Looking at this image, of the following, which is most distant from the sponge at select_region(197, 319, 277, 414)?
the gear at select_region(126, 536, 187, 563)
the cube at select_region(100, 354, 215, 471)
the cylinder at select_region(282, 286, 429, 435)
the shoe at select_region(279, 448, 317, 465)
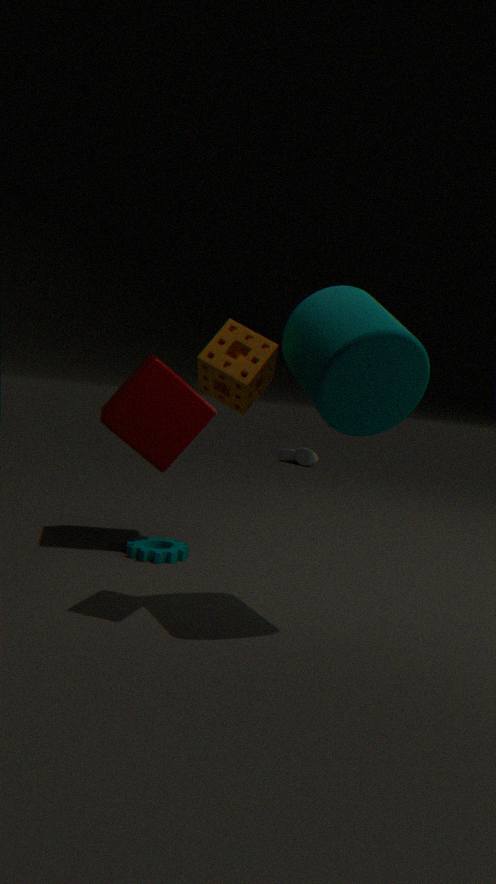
the shoe at select_region(279, 448, 317, 465)
